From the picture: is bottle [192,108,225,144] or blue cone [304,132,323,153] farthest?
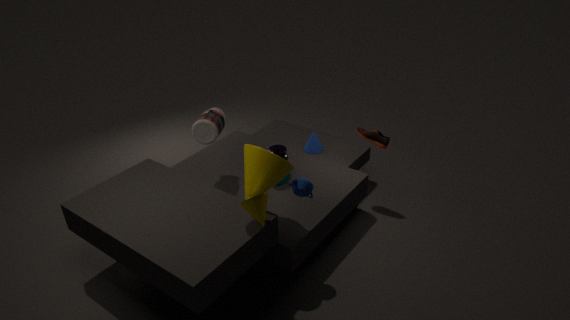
blue cone [304,132,323,153]
